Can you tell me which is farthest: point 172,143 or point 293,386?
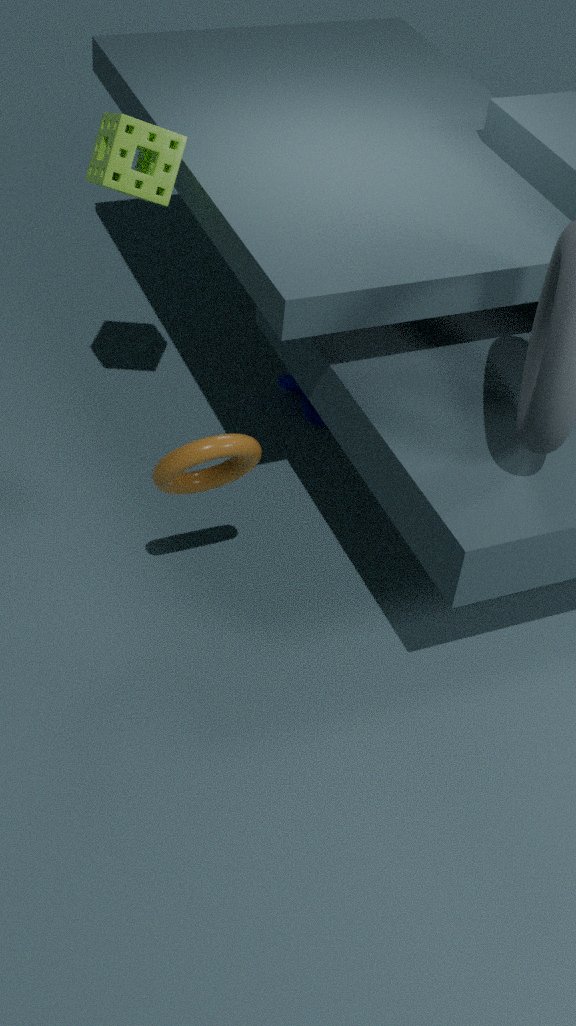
point 293,386
